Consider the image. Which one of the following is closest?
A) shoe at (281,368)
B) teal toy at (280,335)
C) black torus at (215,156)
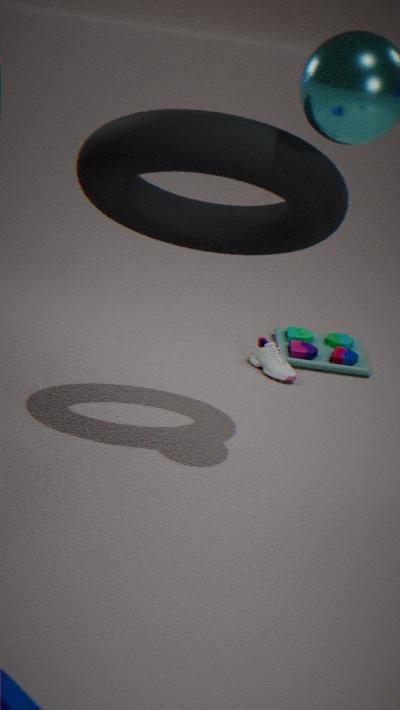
black torus at (215,156)
